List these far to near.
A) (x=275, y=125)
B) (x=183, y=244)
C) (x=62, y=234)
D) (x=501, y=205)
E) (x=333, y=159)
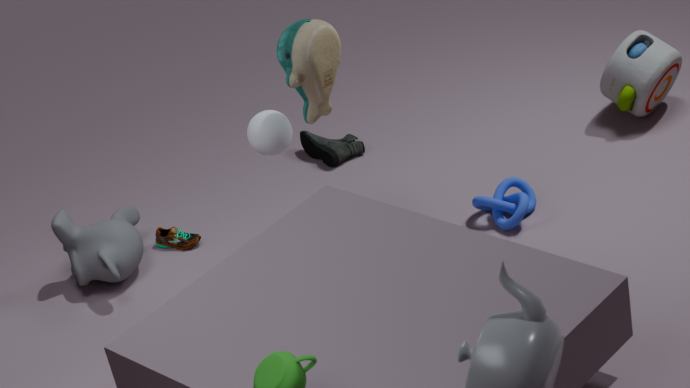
(x=333, y=159), (x=183, y=244), (x=62, y=234), (x=501, y=205), (x=275, y=125)
